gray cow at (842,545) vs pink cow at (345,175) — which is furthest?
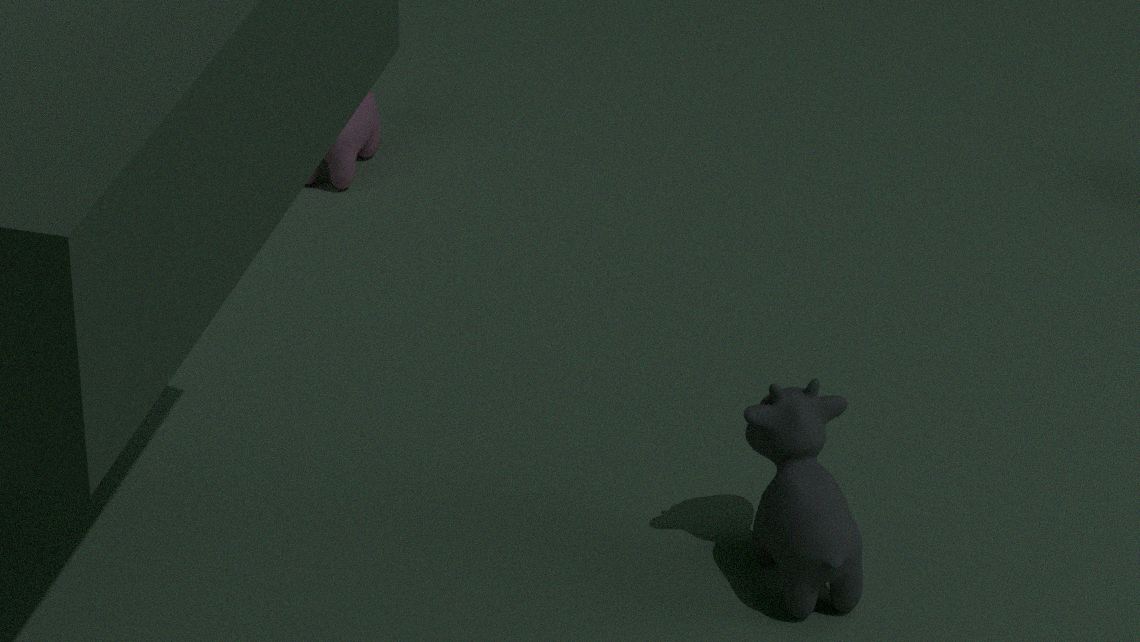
pink cow at (345,175)
